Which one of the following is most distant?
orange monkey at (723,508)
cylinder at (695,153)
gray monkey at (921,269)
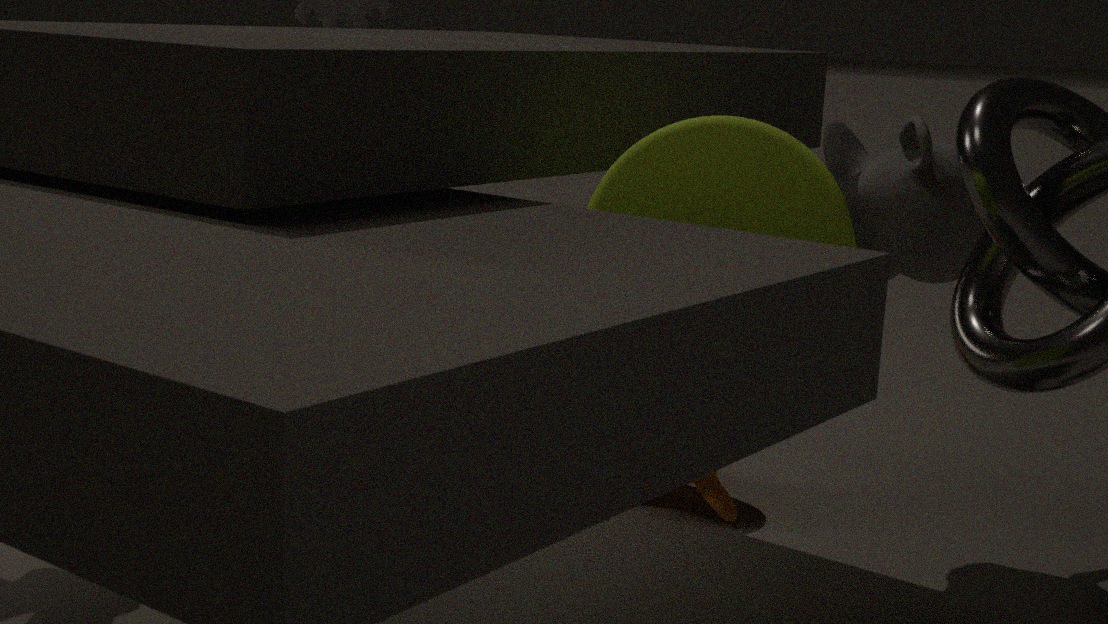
orange monkey at (723,508)
